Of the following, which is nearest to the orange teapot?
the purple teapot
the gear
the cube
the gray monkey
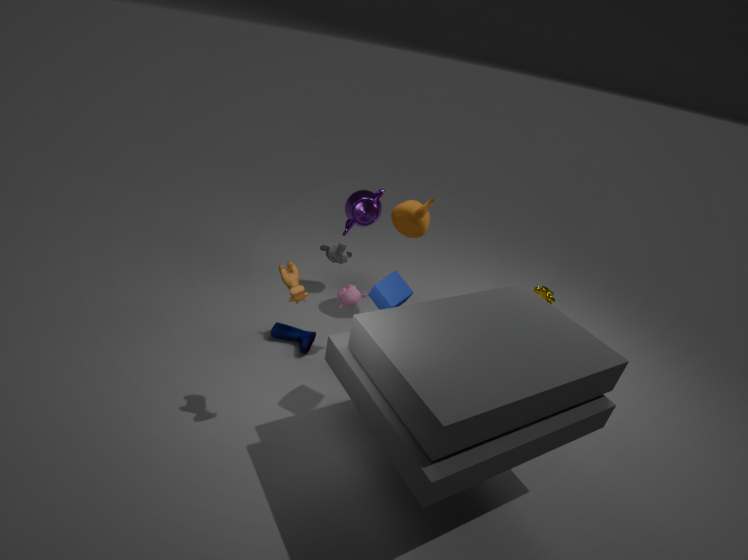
the purple teapot
